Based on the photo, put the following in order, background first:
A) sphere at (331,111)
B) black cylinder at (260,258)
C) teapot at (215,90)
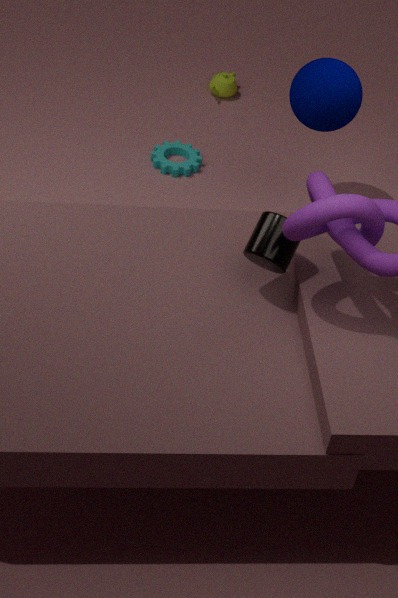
1. teapot at (215,90)
2. sphere at (331,111)
3. black cylinder at (260,258)
